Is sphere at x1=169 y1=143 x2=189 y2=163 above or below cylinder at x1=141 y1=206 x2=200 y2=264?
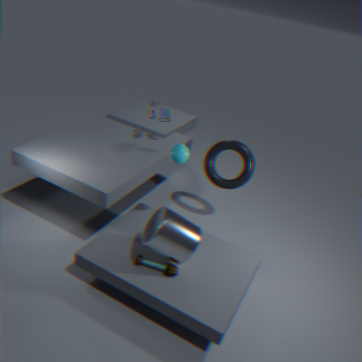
above
